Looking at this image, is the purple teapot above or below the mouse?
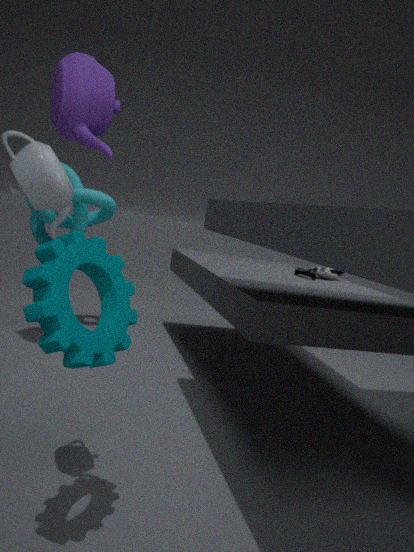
above
